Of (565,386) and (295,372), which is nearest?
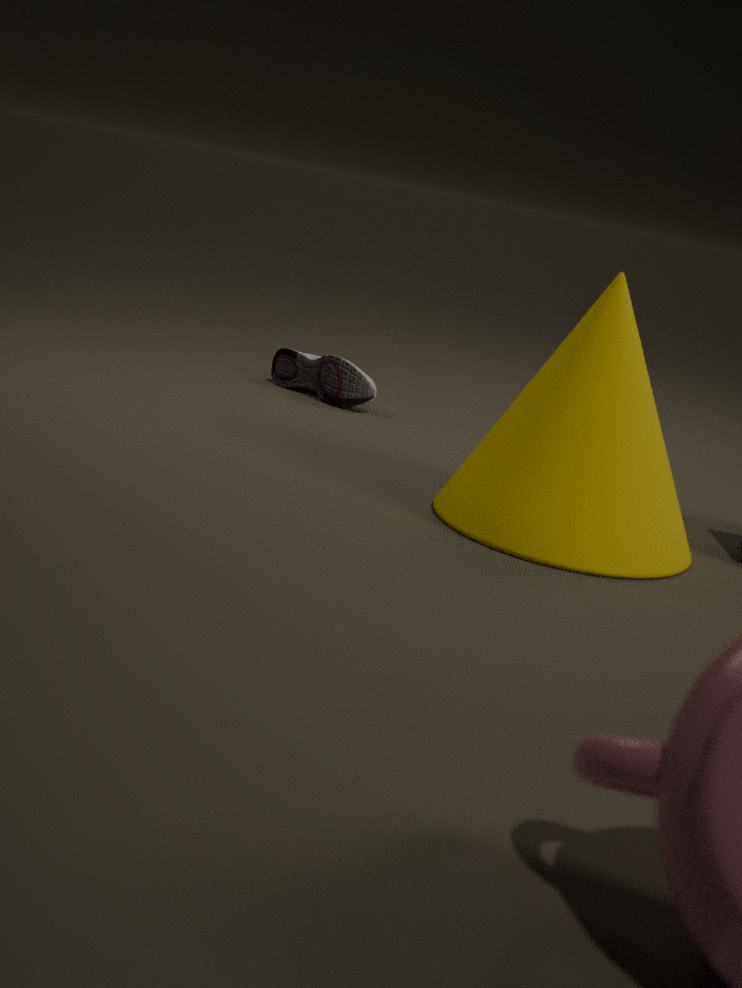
(565,386)
